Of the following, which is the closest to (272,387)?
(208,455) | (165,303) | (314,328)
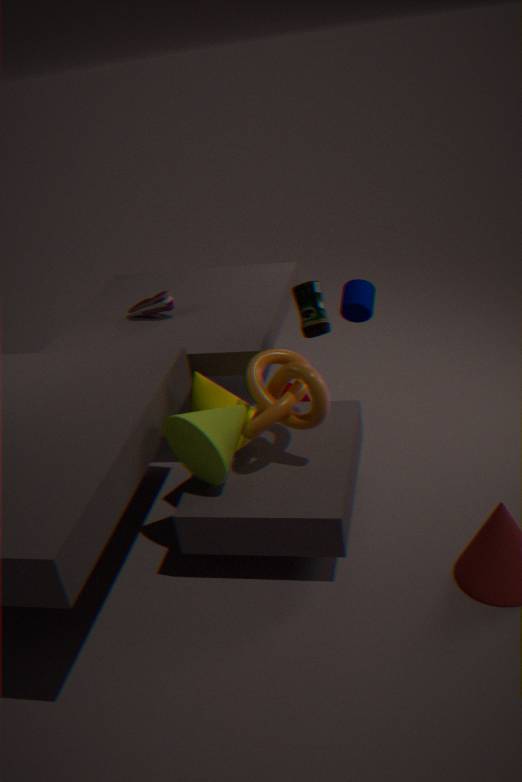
(208,455)
